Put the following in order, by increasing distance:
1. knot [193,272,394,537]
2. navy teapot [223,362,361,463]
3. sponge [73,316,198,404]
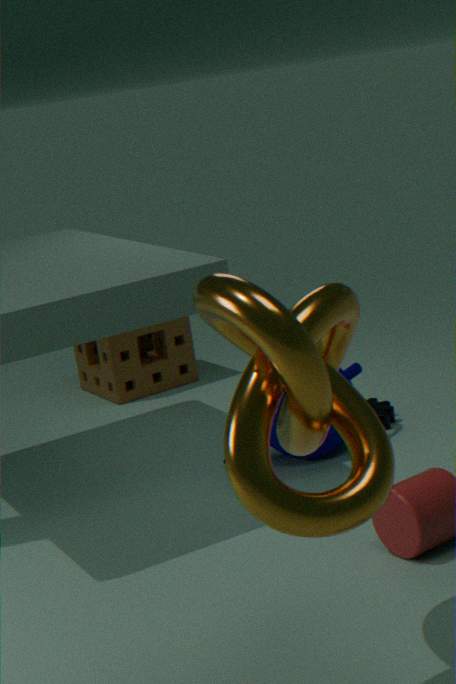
knot [193,272,394,537]
navy teapot [223,362,361,463]
sponge [73,316,198,404]
